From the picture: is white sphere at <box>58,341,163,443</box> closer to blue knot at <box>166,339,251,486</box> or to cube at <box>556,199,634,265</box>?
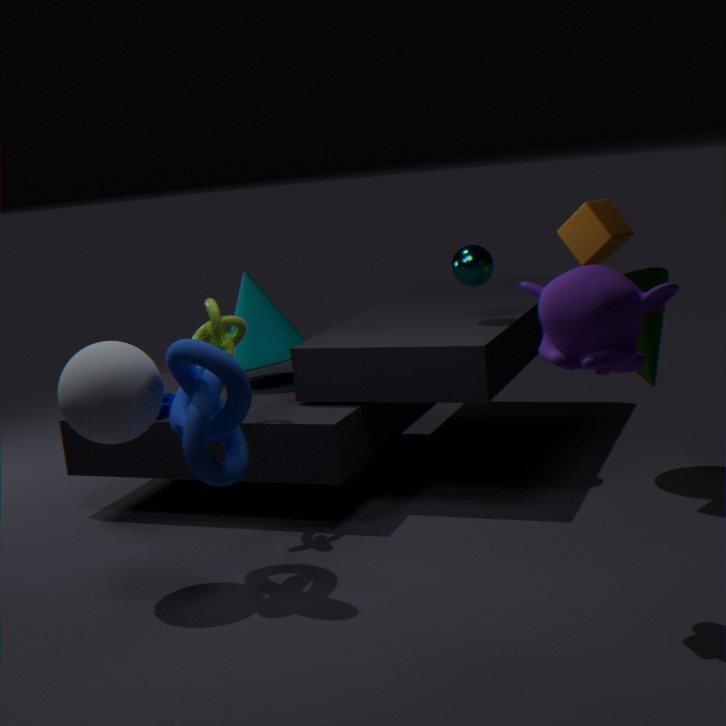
blue knot at <box>166,339,251,486</box>
